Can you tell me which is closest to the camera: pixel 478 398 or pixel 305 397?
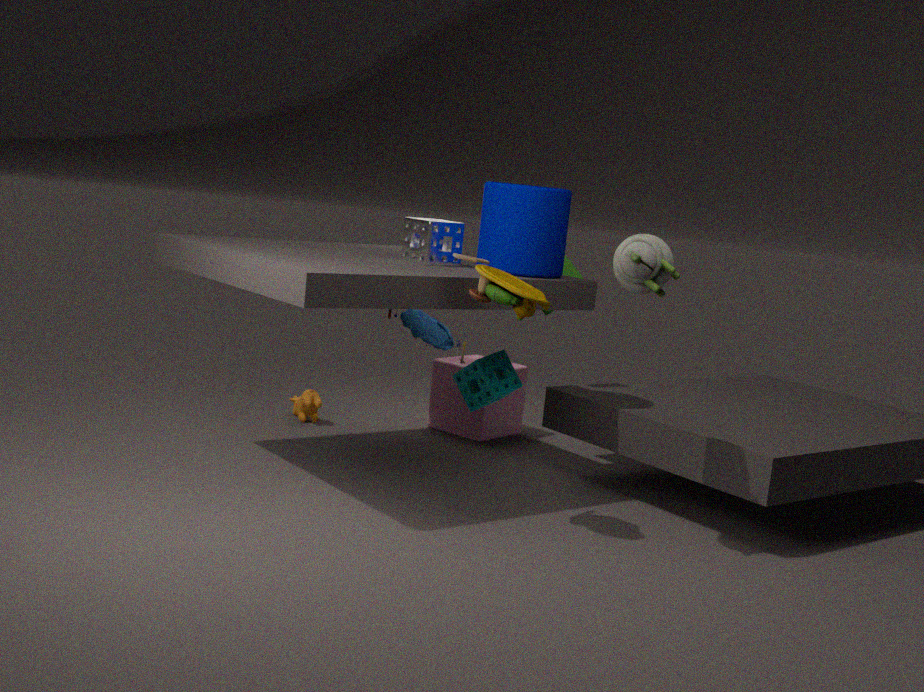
pixel 478 398
